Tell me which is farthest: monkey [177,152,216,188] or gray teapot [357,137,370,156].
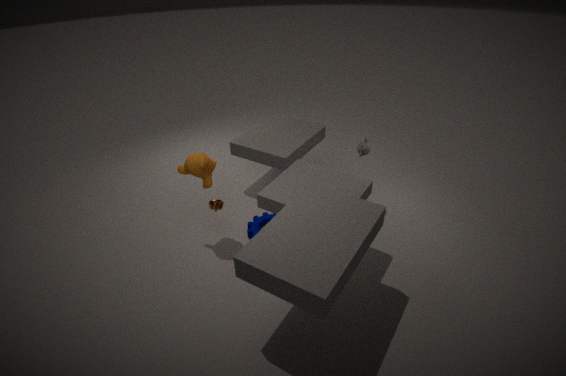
gray teapot [357,137,370,156]
